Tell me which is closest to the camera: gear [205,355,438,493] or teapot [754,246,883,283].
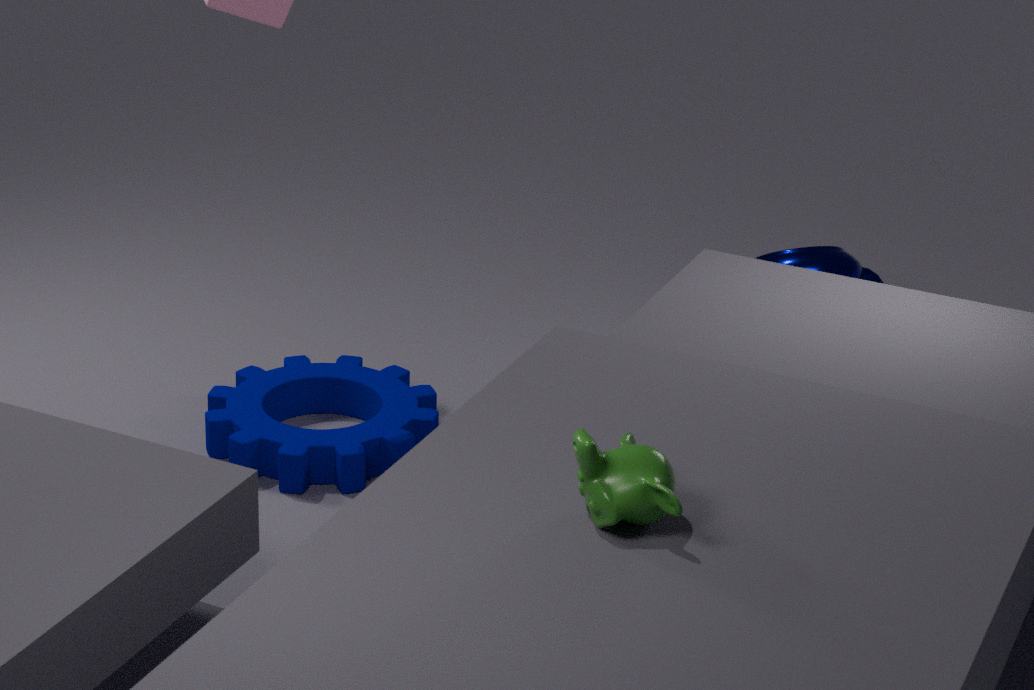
gear [205,355,438,493]
